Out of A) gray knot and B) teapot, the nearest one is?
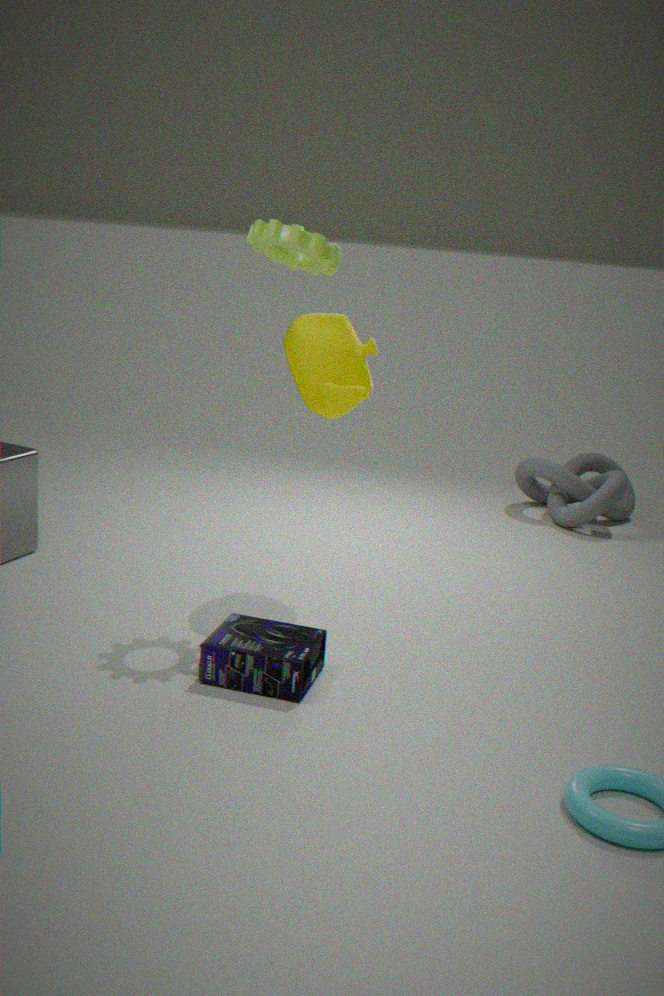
B. teapot
